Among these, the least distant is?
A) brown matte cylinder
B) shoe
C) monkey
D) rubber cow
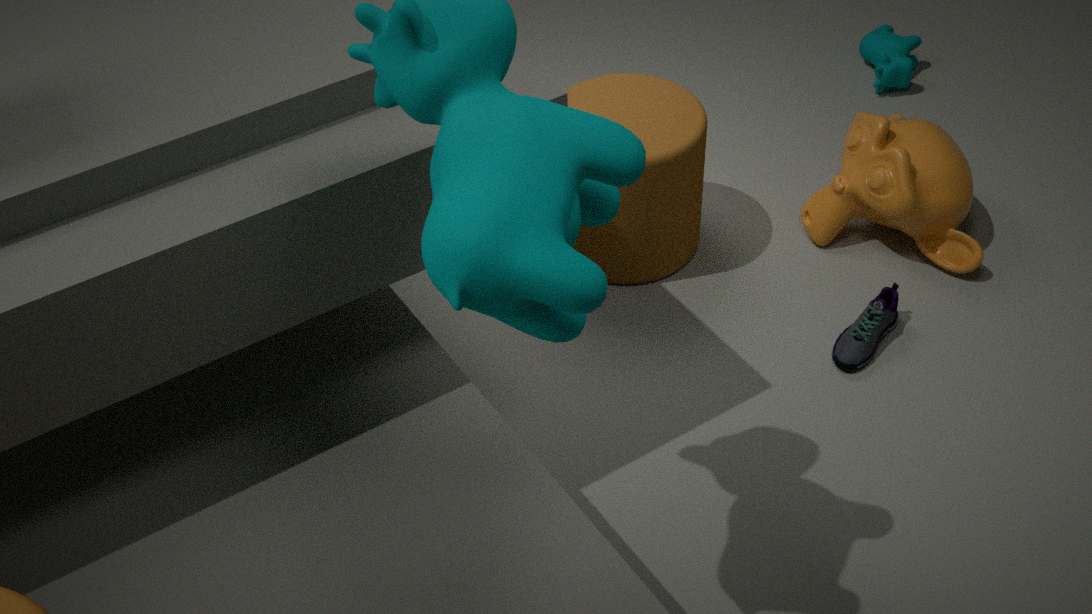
shoe
